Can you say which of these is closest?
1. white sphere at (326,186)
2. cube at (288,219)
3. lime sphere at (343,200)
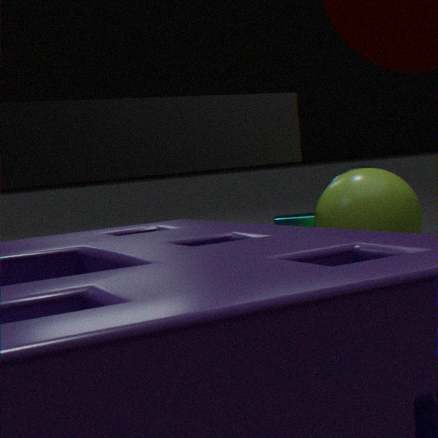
lime sphere at (343,200)
